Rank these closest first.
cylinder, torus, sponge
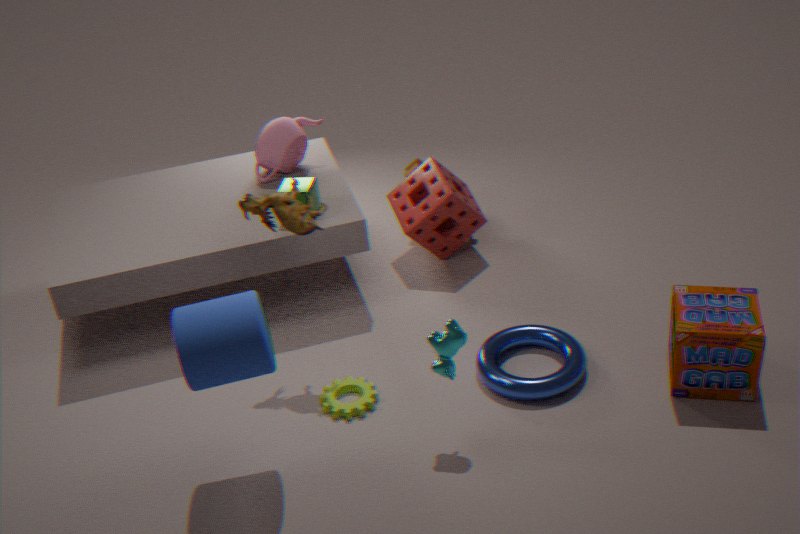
cylinder, torus, sponge
